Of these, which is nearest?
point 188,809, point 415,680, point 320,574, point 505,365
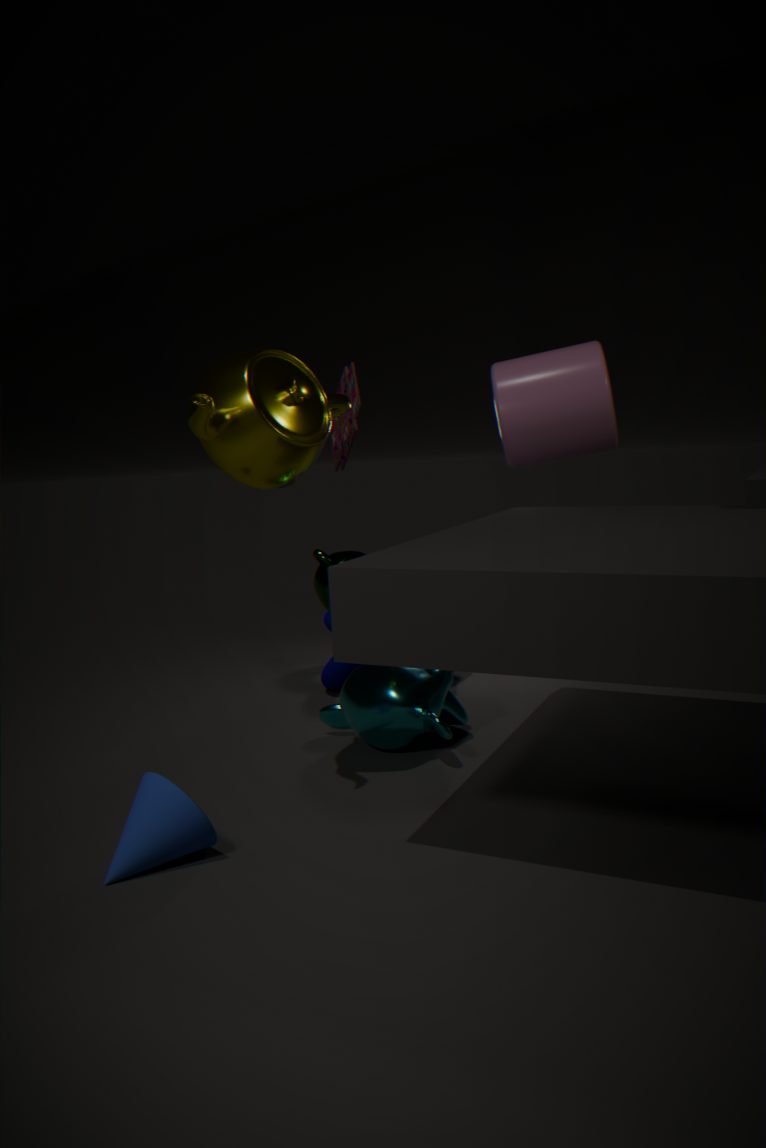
point 188,809
